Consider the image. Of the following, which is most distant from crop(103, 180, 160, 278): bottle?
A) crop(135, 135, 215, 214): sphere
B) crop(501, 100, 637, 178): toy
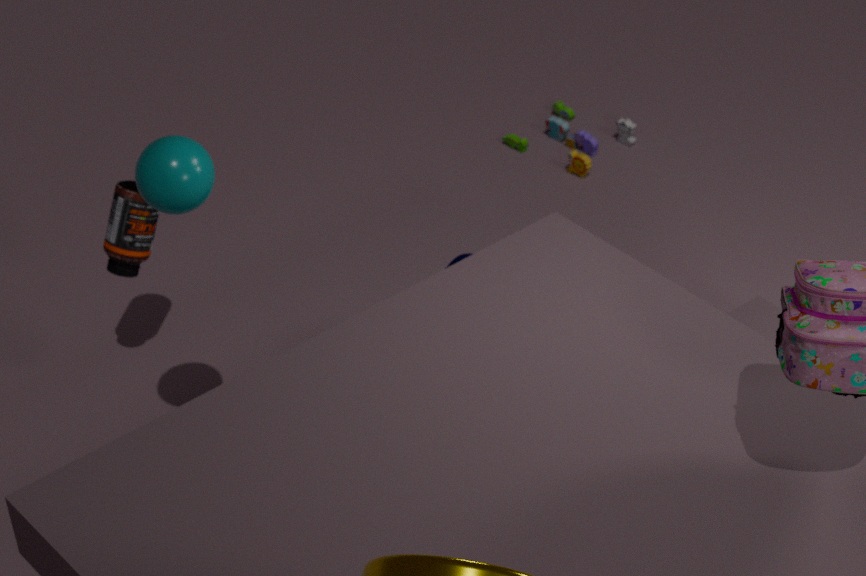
crop(501, 100, 637, 178): toy
